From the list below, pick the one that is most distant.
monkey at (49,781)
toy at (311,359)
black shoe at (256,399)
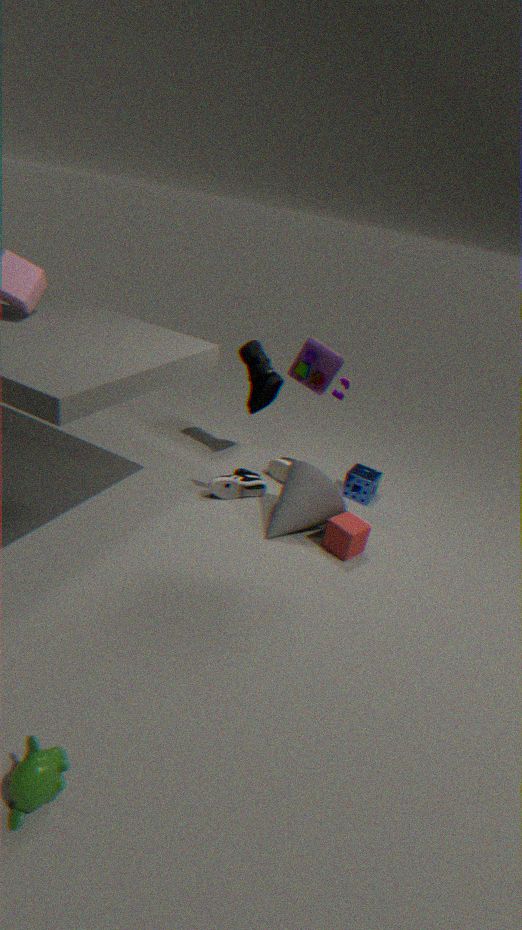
black shoe at (256,399)
